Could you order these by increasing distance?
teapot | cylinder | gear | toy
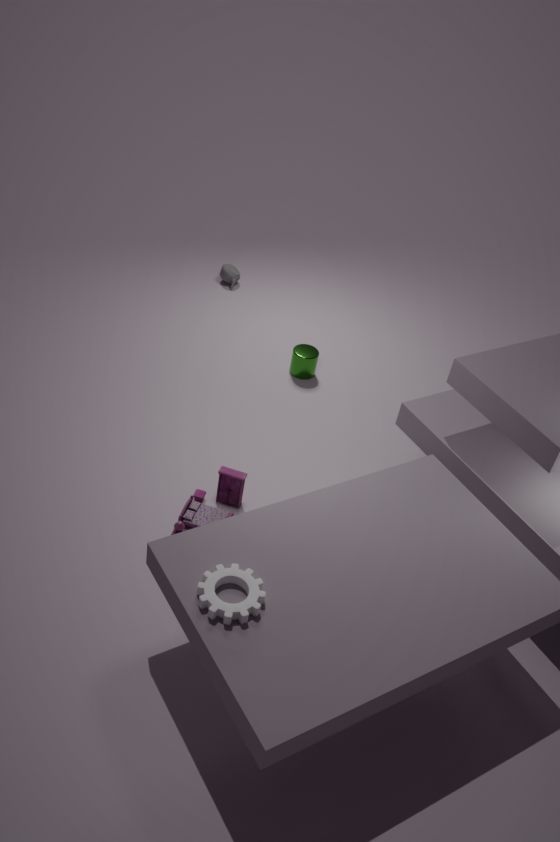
gear < toy < cylinder < teapot
